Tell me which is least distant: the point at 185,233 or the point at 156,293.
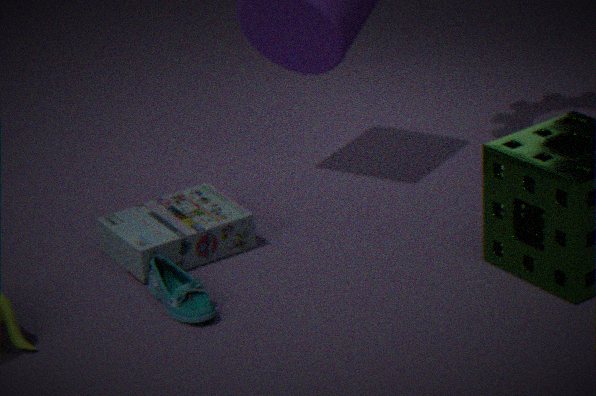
the point at 156,293
